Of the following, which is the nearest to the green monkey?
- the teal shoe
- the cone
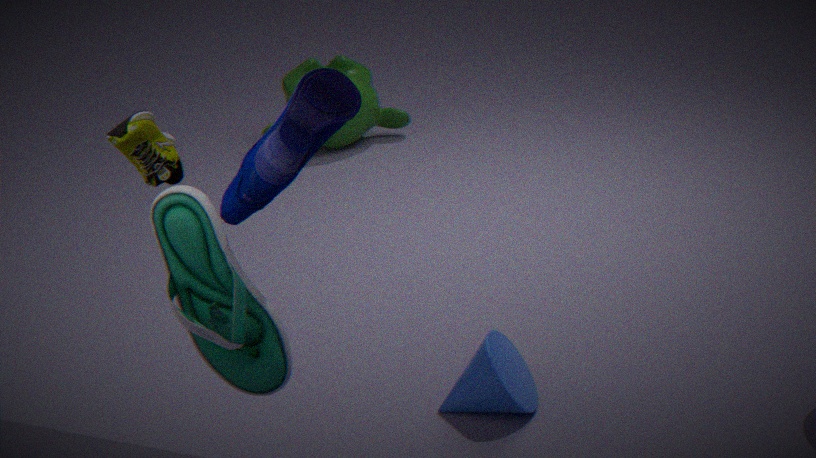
the cone
